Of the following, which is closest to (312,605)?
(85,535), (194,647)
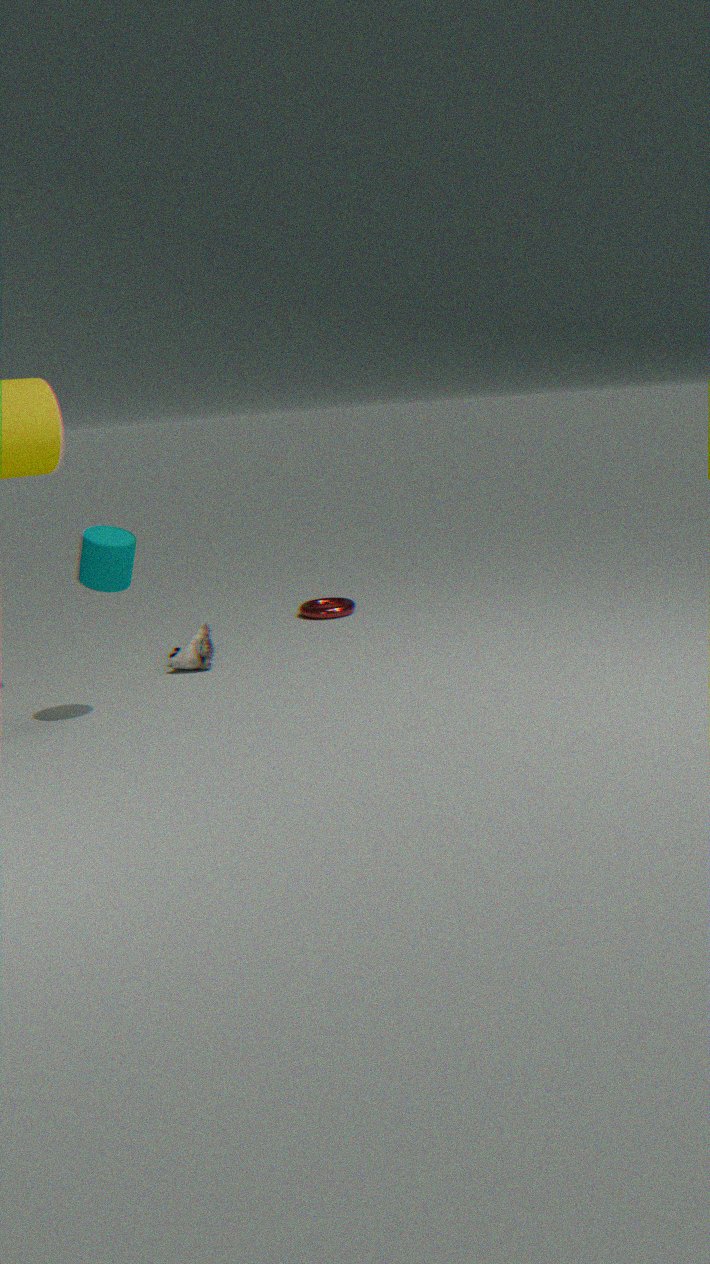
(194,647)
